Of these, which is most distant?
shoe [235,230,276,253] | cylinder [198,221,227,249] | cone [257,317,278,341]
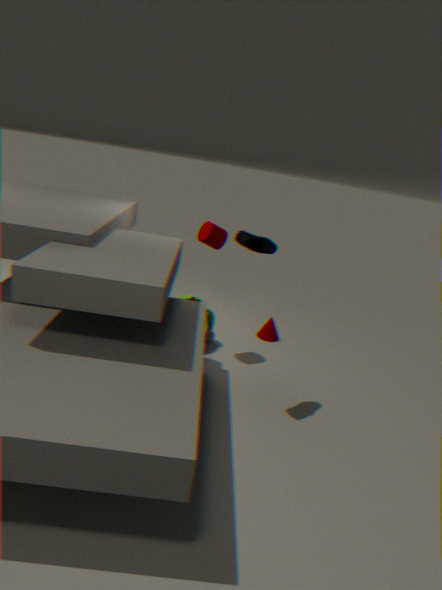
cone [257,317,278,341]
